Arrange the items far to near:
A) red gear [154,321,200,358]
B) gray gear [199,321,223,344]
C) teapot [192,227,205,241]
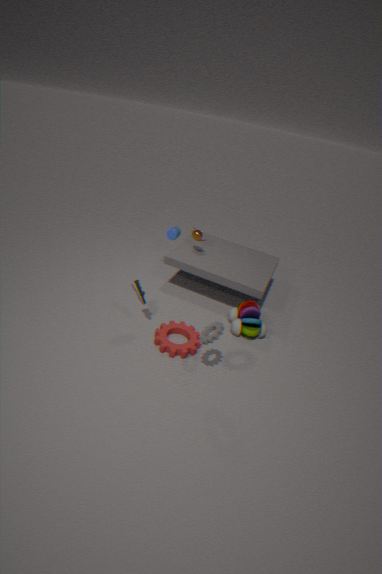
teapot [192,227,205,241] → red gear [154,321,200,358] → gray gear [199,321,223,344]
